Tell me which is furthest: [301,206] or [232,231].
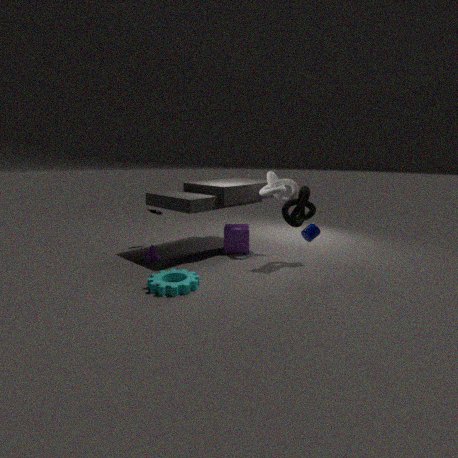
[232,231]
